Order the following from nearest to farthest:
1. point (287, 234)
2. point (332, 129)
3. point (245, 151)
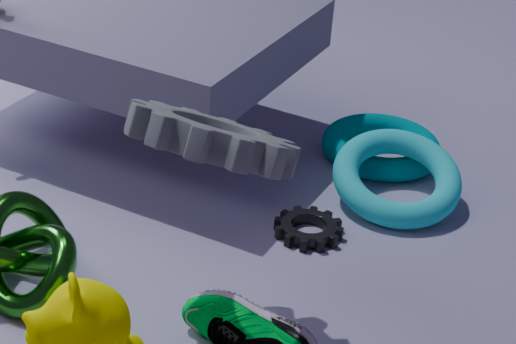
point (245, 151), point (287, 234), point (332, 129)
